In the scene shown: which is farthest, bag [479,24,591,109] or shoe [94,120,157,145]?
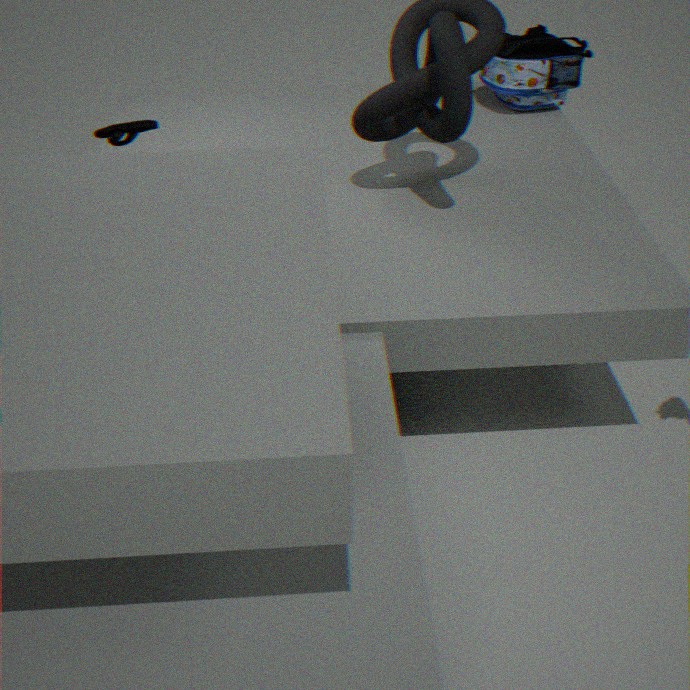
bag [479,24,591,109]
